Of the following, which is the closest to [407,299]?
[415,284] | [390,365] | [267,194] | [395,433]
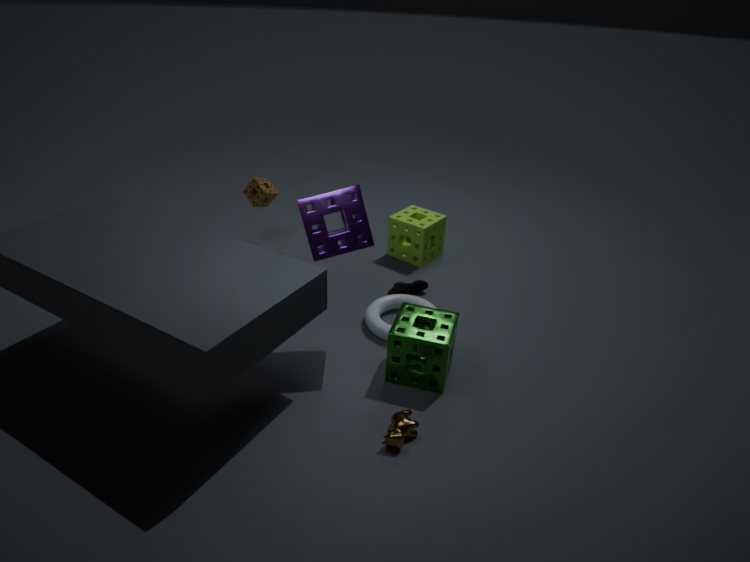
[415,284]
